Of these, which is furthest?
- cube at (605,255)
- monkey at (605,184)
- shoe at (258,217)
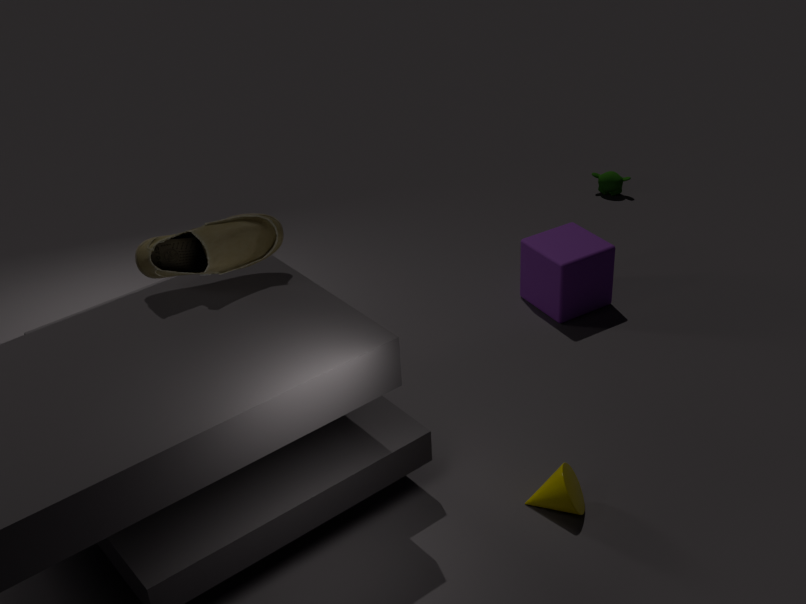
monkey at (605,184)
